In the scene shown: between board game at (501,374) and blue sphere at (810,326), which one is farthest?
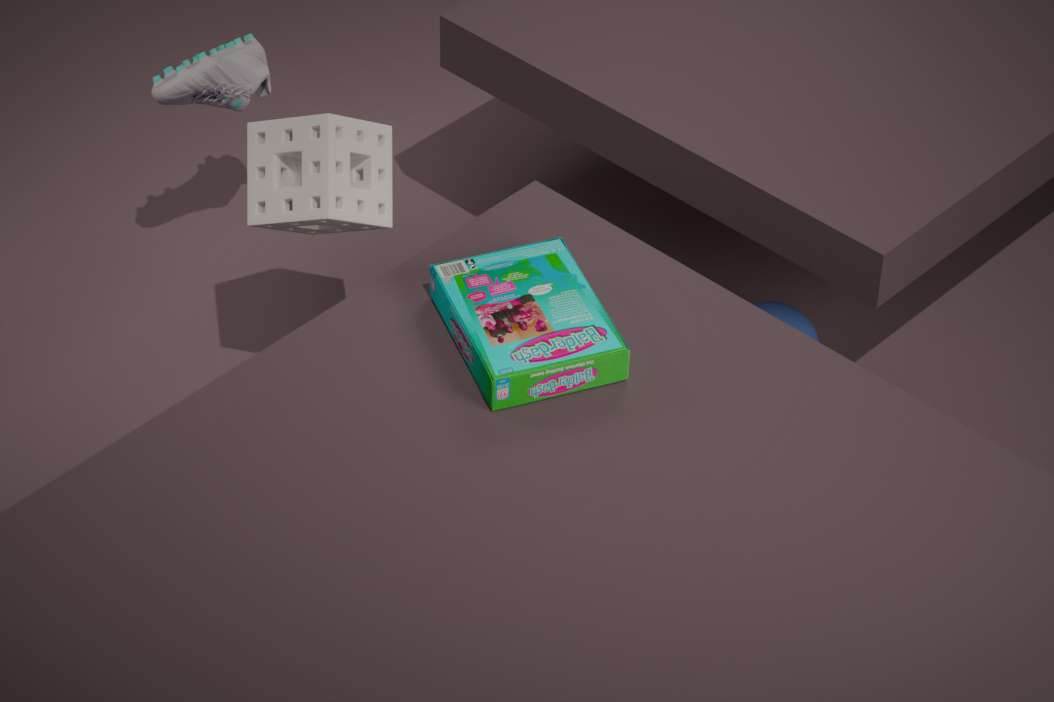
blue sphere at (810,326)
